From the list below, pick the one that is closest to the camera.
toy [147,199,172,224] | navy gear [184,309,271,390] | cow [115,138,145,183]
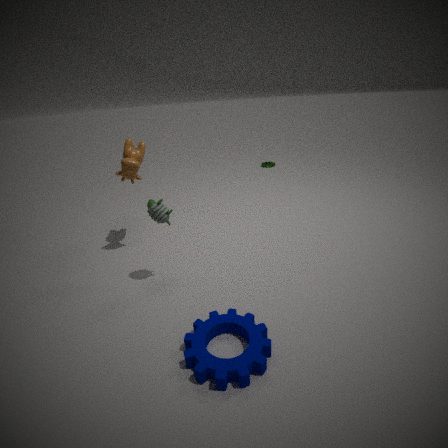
navy gear [184,309,271,390]
